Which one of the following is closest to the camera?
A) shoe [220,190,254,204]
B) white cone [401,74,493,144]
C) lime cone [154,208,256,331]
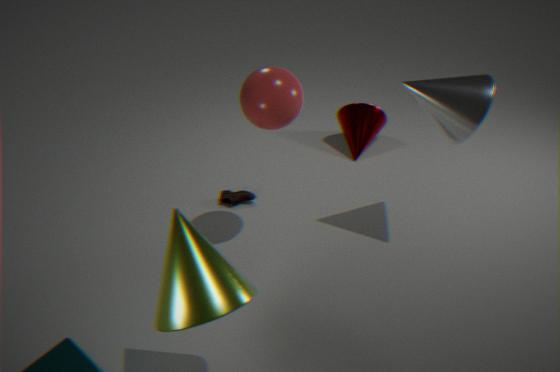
lime cone [154,208,256,331]
